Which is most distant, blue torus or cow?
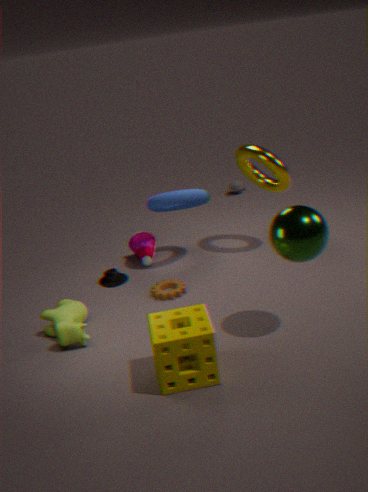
blue torus
